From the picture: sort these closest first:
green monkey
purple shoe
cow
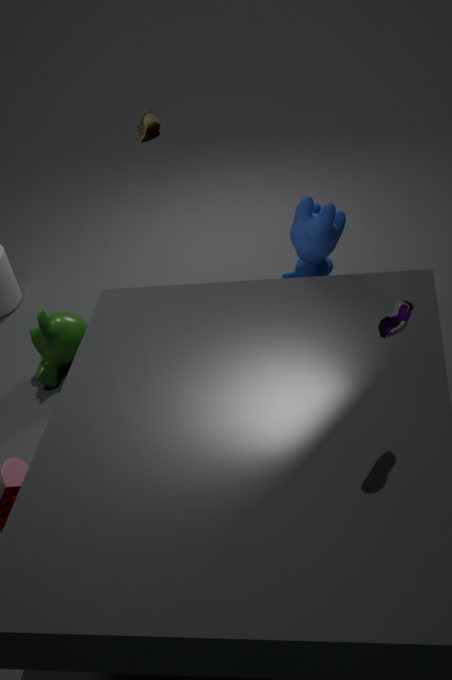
purple shoe → cow → green monkey
